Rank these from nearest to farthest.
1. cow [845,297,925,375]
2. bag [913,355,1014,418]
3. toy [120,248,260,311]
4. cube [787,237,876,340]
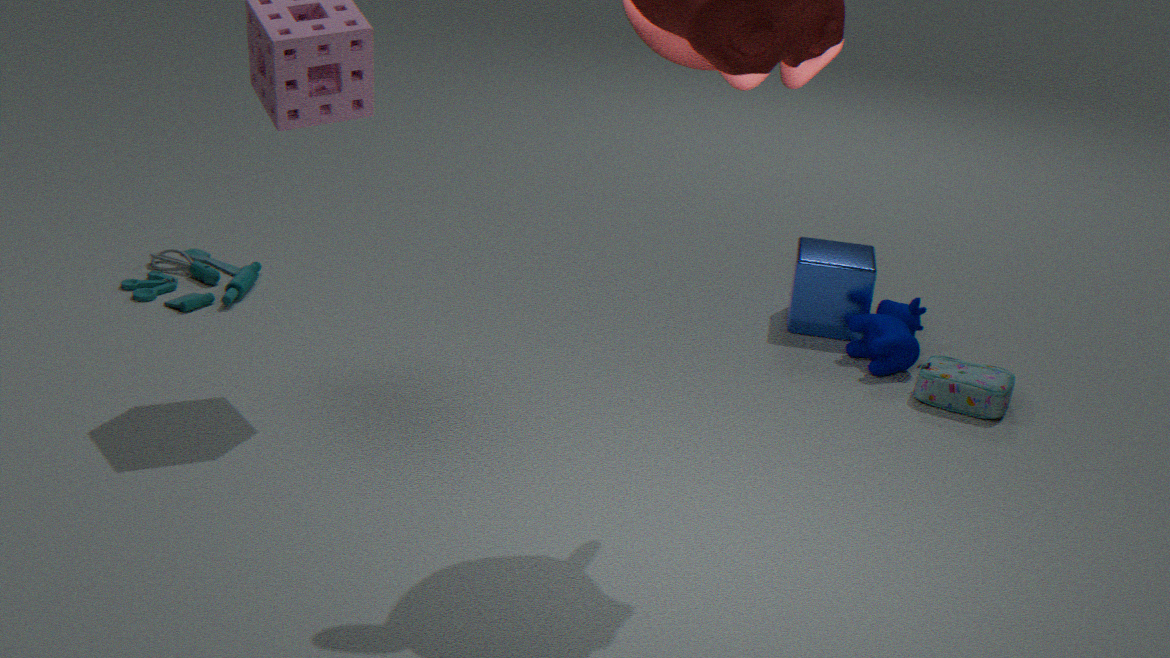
bag [913,355,1014,418] → cow [845,297,925,375] → toy [120,248,260,311] → cube [787,237,876,340]
